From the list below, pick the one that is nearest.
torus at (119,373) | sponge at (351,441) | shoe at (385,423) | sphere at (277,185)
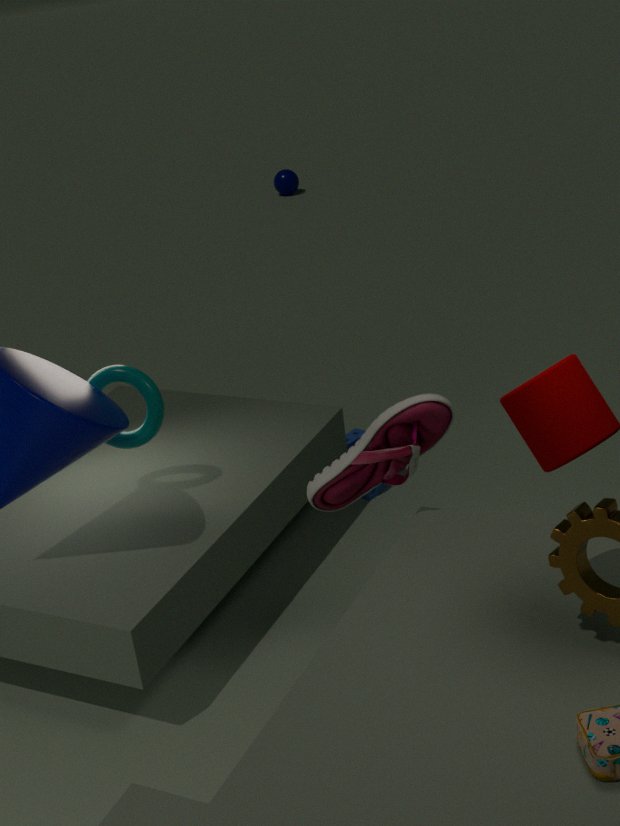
shoe at (385,423)
